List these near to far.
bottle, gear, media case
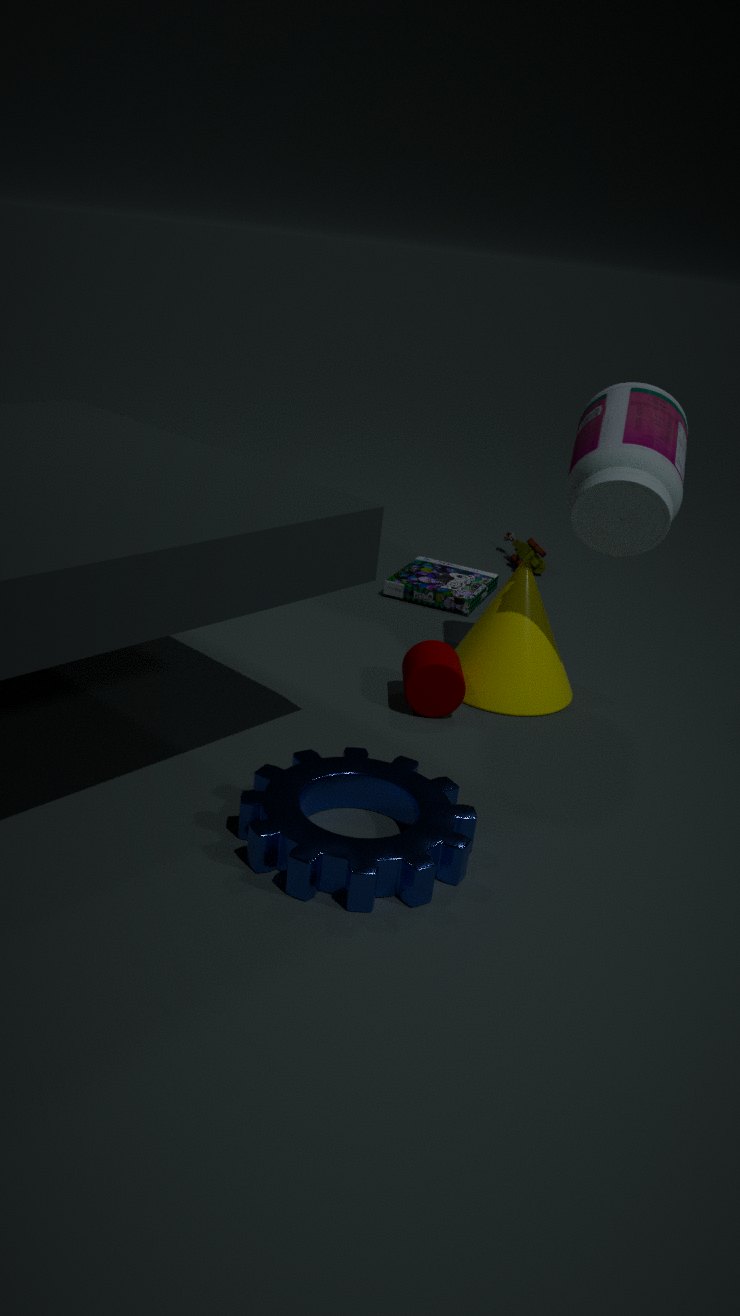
gear
bottle
media case
